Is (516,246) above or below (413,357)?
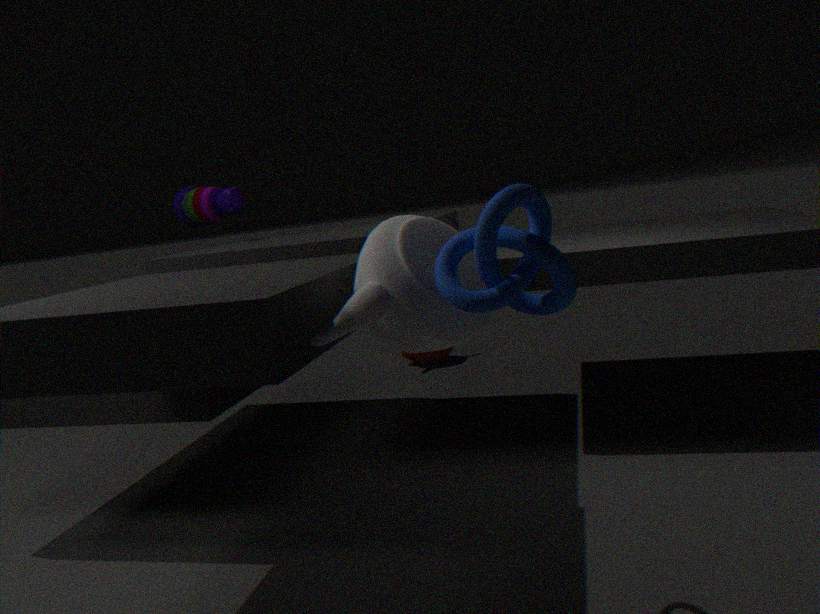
above
